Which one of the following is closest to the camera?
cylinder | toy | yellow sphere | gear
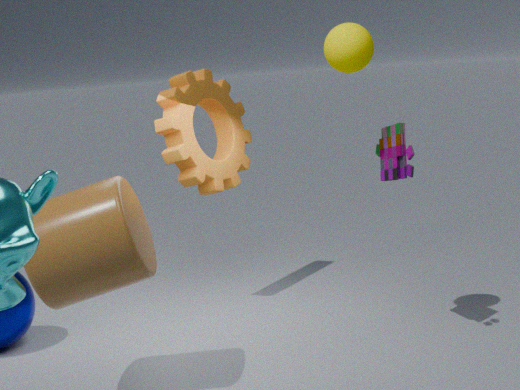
cylinder
